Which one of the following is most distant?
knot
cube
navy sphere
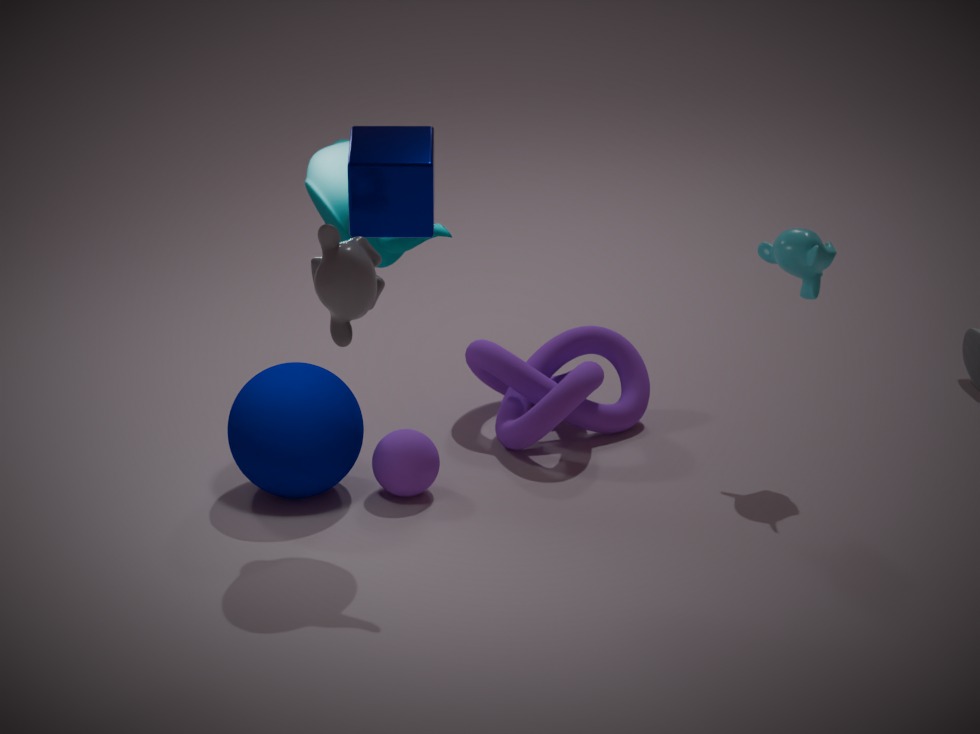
knot
